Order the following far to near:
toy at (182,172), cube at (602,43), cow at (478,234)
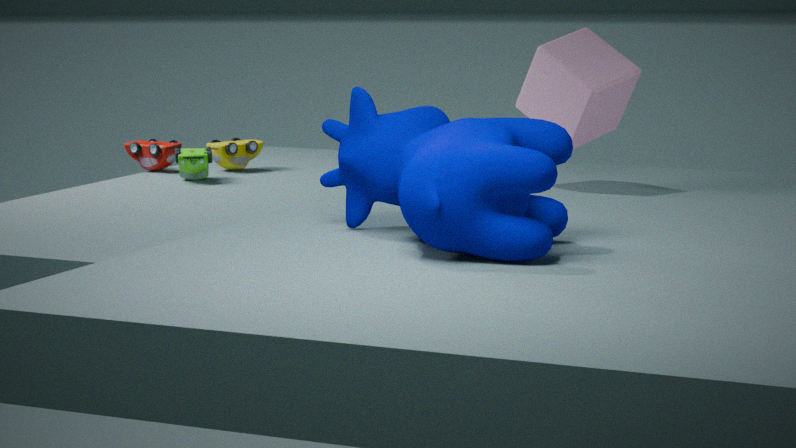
toy at (182,172)
cube at (602,43)
cow at (478,234)
